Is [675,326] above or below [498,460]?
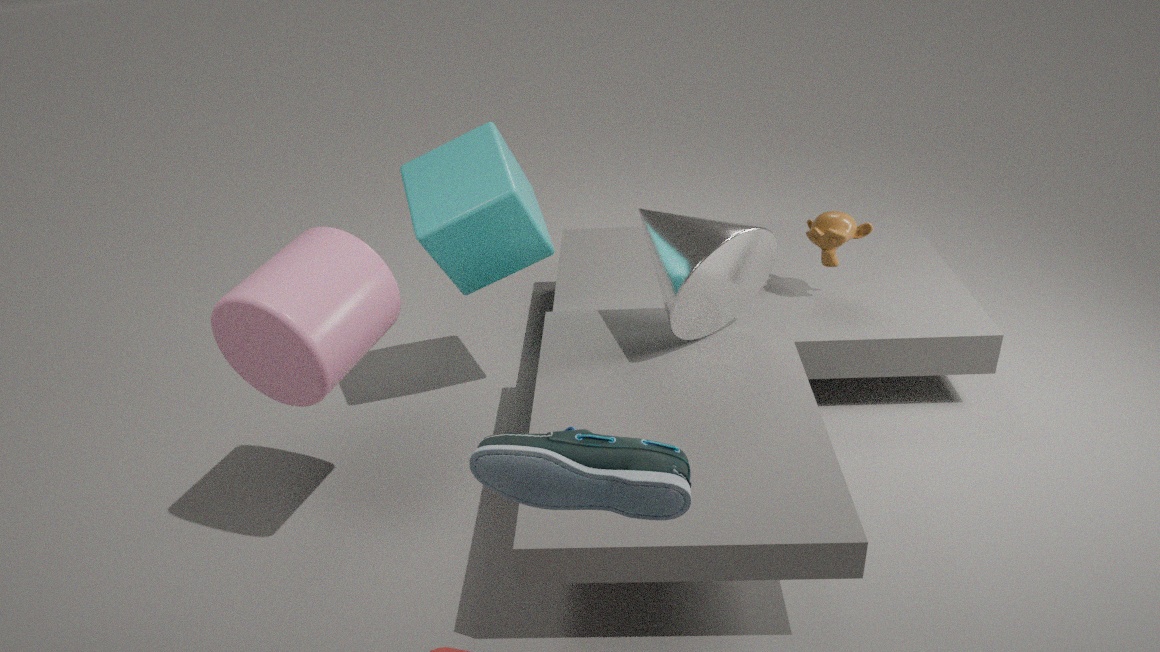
below
